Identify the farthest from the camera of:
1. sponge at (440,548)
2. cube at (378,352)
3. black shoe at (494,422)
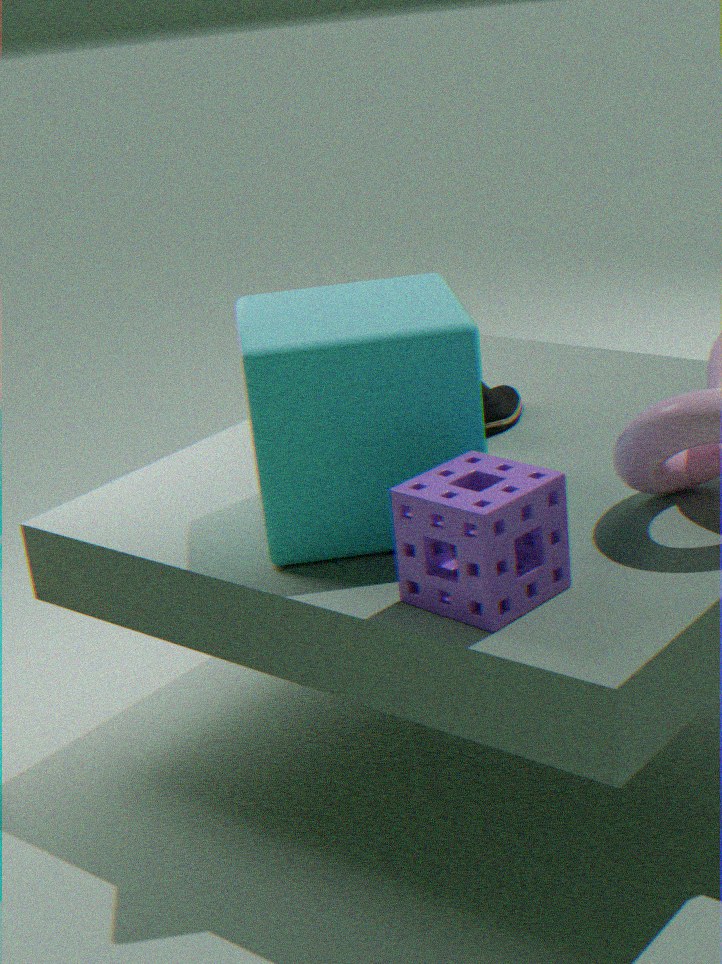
black shoe at (494,422)
